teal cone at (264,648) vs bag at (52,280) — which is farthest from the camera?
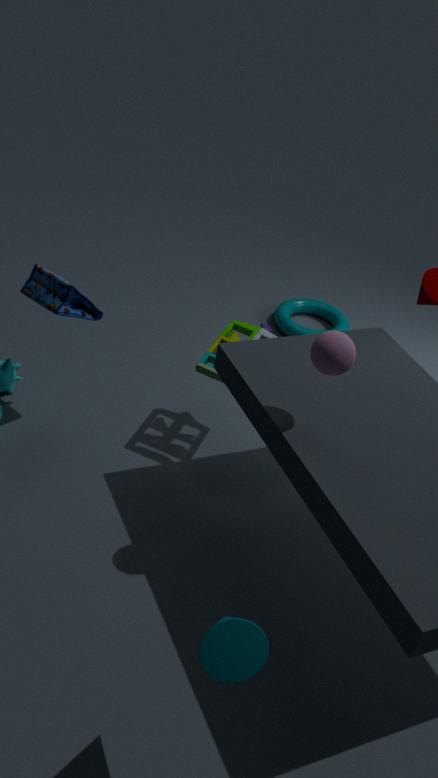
bag at (52,280)
